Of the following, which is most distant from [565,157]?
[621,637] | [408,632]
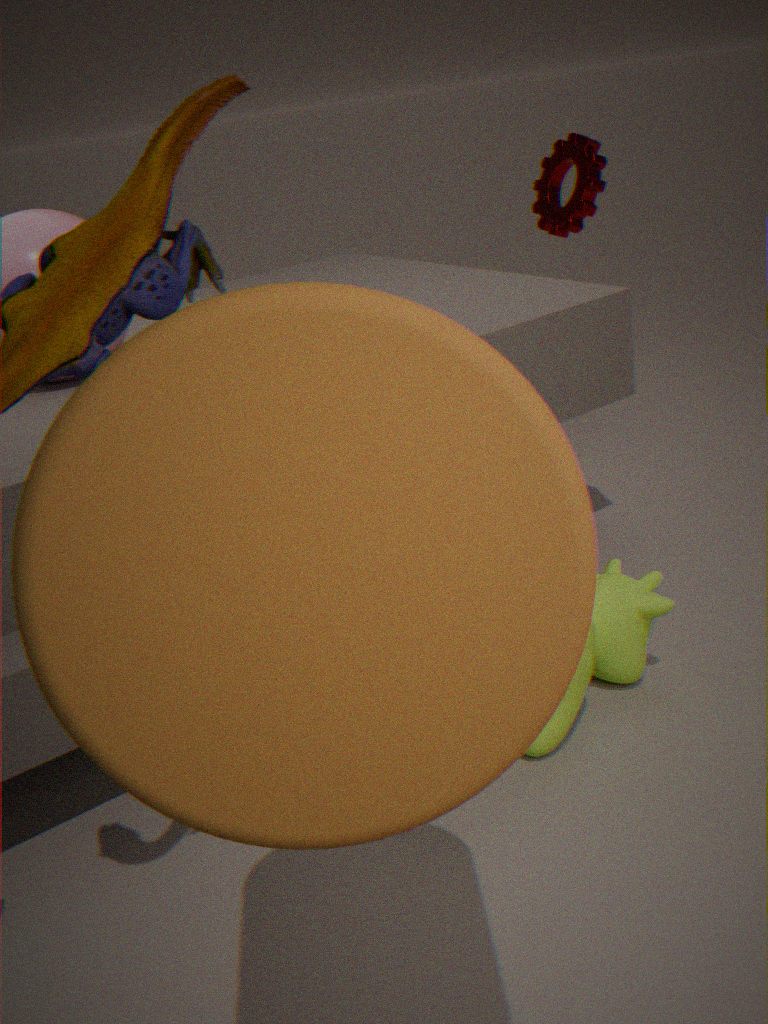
[408,632]
